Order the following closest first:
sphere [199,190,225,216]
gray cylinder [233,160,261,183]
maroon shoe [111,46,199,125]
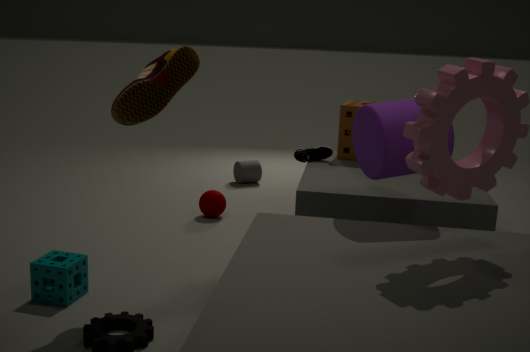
1. maroon shoe [111,46,199,125]
2. sphere [199,190,225,216]
3. gray cylinder [233,160,261,183]
